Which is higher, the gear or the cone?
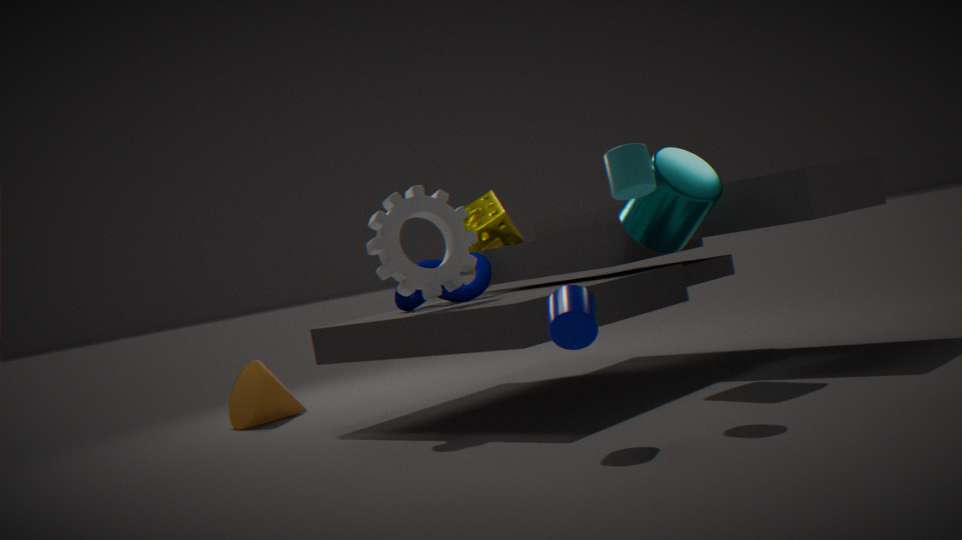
the gear
